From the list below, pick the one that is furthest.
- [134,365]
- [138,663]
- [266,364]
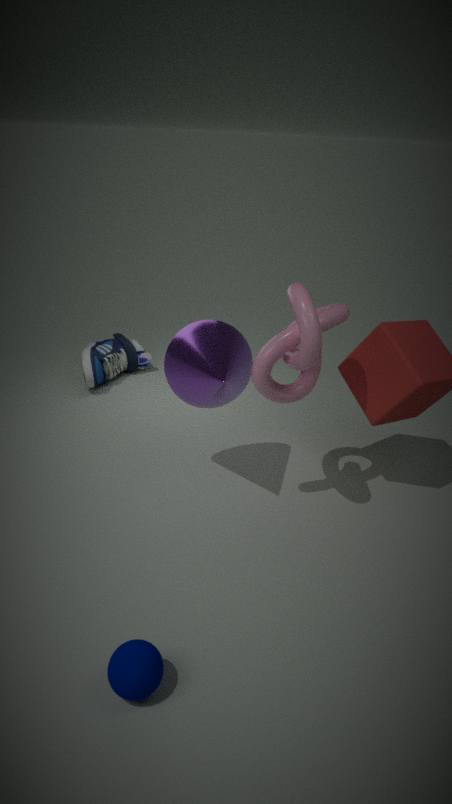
[134,365]
